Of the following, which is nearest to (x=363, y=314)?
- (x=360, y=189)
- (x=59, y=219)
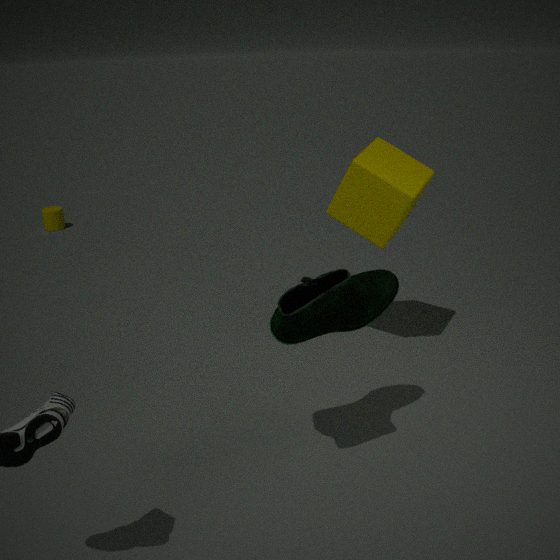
(x=360, y=189)
